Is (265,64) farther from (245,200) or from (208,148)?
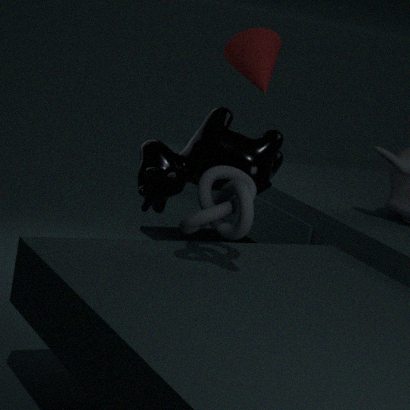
(245,200)
